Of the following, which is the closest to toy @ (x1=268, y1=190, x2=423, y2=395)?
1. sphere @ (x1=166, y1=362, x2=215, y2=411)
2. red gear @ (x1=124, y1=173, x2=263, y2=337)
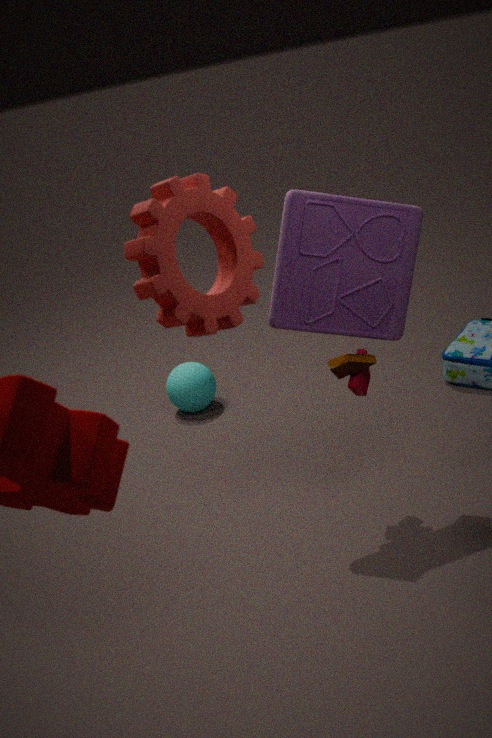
red gear @ (x1=124, y1=173, x2=263, y2=337)
